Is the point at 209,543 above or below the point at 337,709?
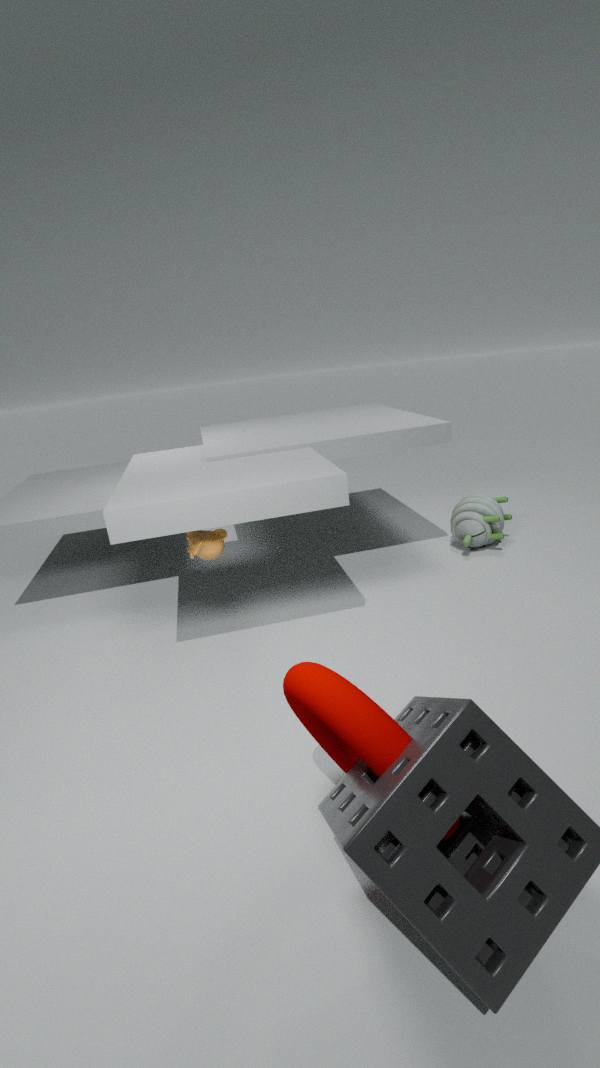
above
